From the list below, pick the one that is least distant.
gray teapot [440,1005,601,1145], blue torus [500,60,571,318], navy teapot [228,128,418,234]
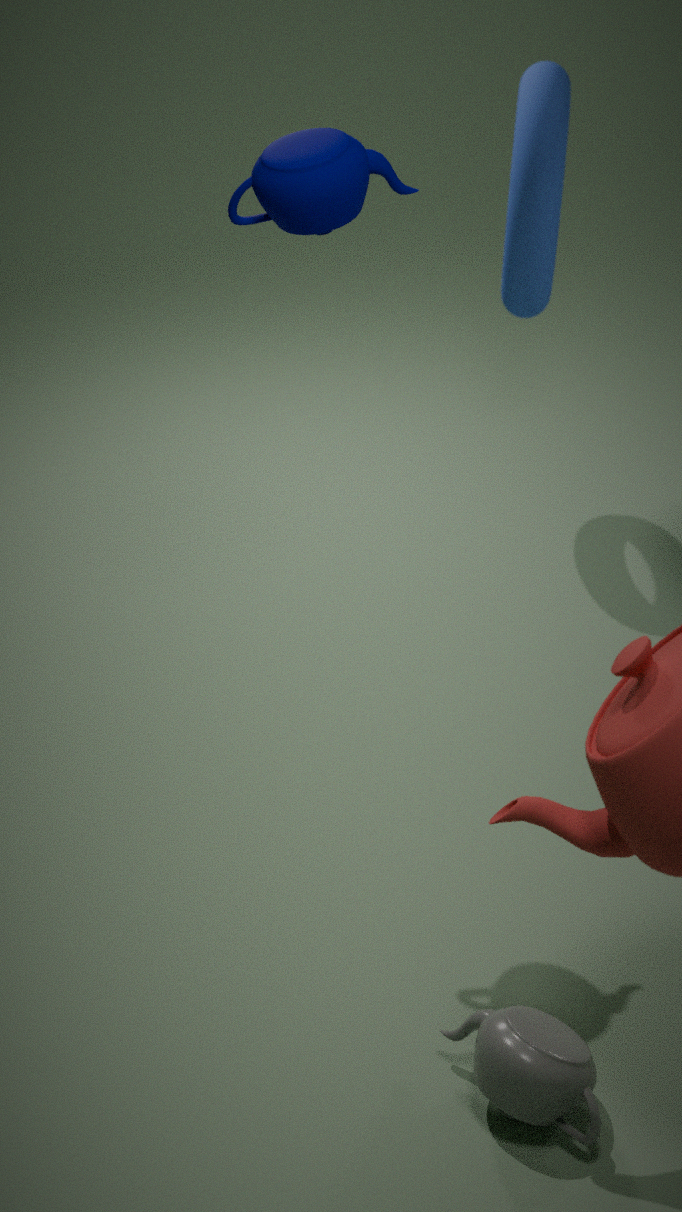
gray teapot [440,1005,601,1145]
